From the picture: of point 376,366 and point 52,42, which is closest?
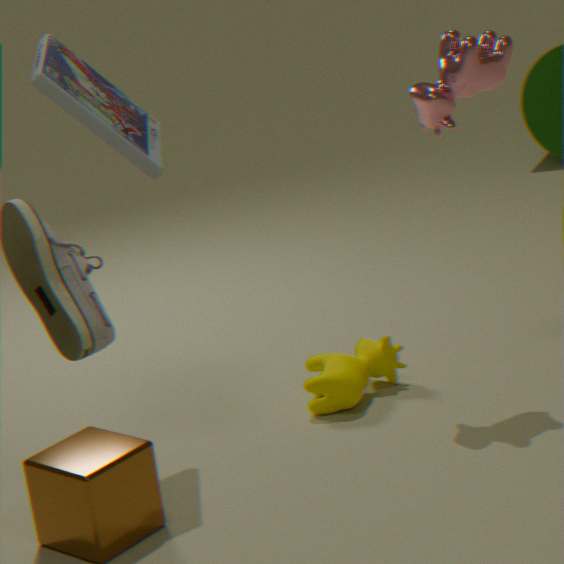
point 52,42
